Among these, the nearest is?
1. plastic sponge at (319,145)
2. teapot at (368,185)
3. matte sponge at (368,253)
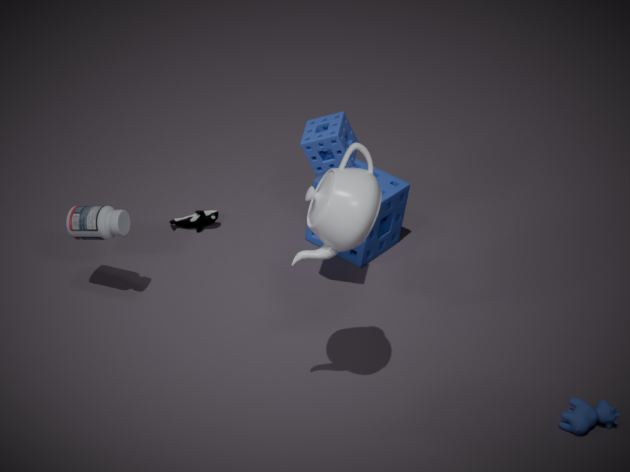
teapot at (368,185)
